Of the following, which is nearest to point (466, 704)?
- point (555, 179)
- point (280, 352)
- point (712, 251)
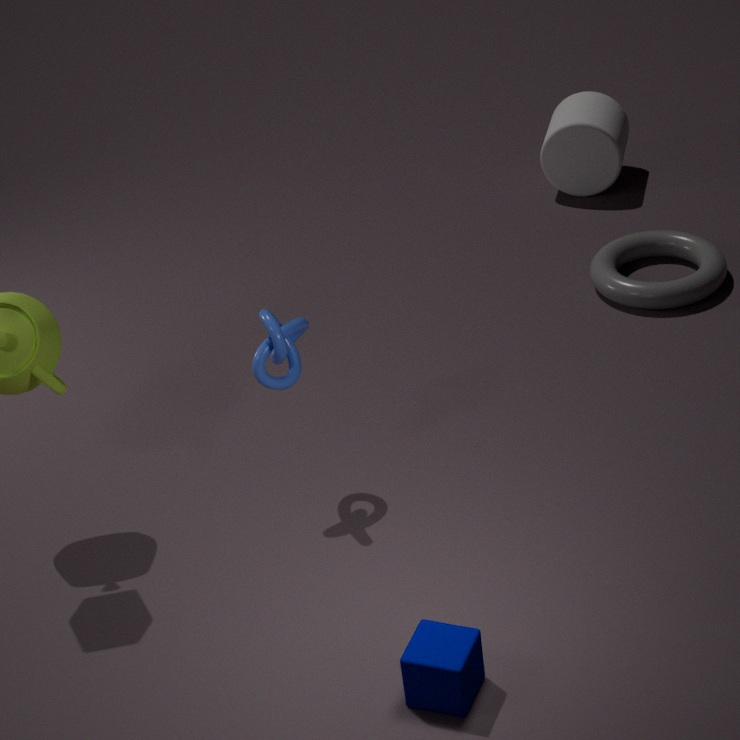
point (280, 352)
